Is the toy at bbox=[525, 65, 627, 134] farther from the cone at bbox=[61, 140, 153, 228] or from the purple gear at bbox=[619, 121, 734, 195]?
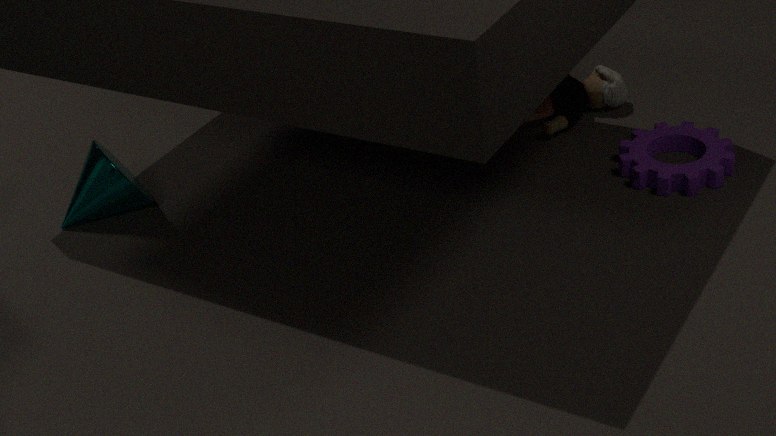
the cone at bbox=[61, 140, 153, 228]
